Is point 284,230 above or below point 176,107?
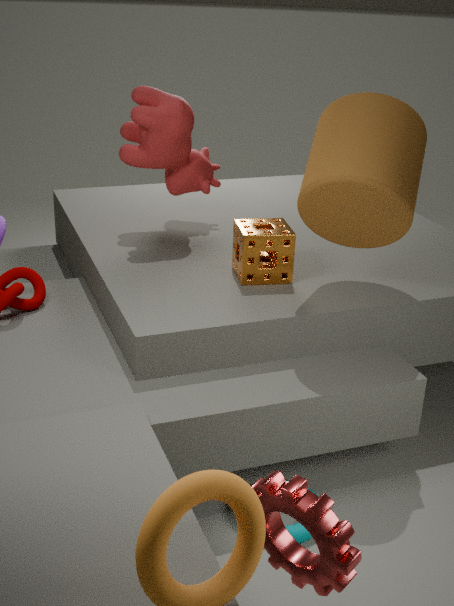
below
